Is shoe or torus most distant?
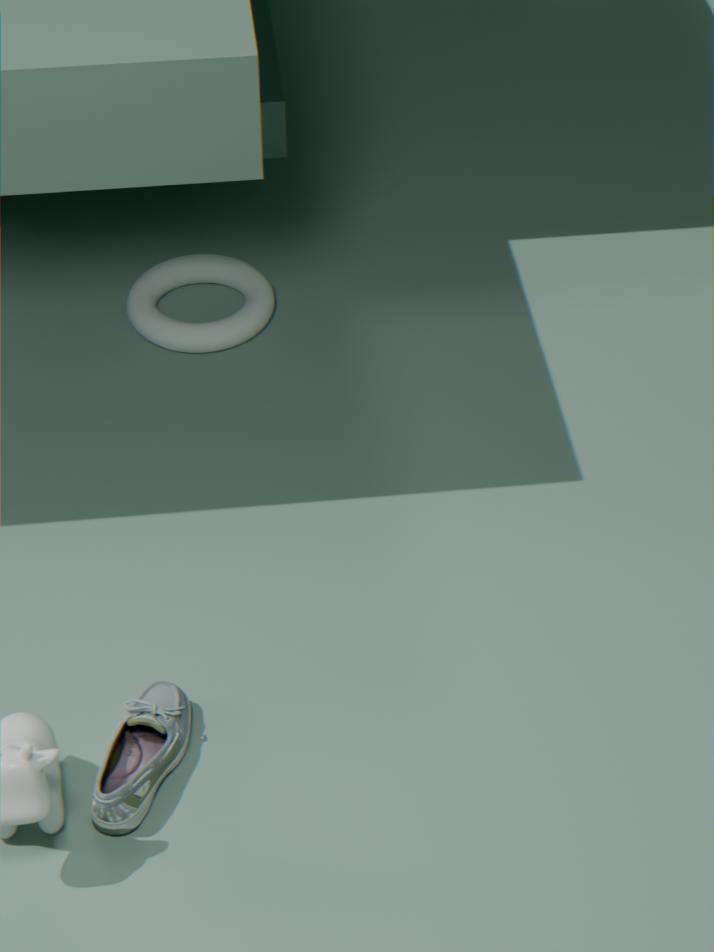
torus
